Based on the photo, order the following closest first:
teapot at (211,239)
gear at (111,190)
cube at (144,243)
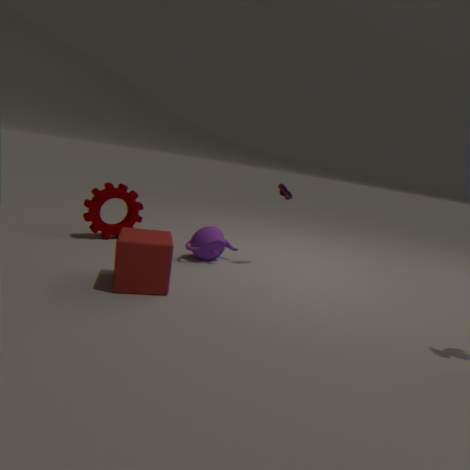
cube at (144,243) → teapot at (211,239) → gear at (111,190)
